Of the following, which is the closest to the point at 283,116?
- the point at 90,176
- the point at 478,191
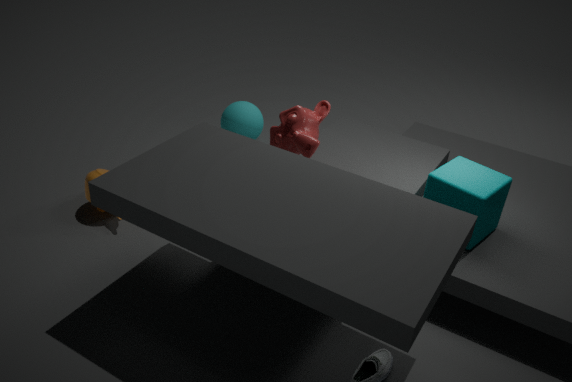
the point at 478,191
